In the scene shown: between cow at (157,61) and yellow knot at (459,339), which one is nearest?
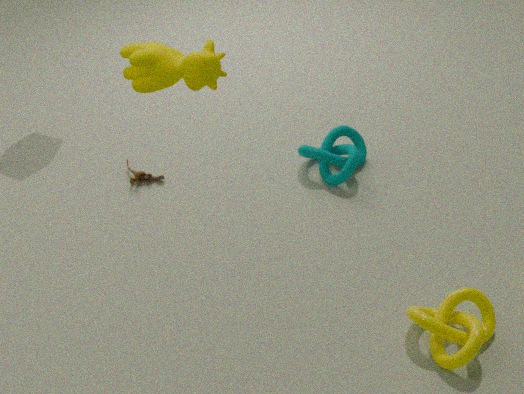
cow at (157,61)
